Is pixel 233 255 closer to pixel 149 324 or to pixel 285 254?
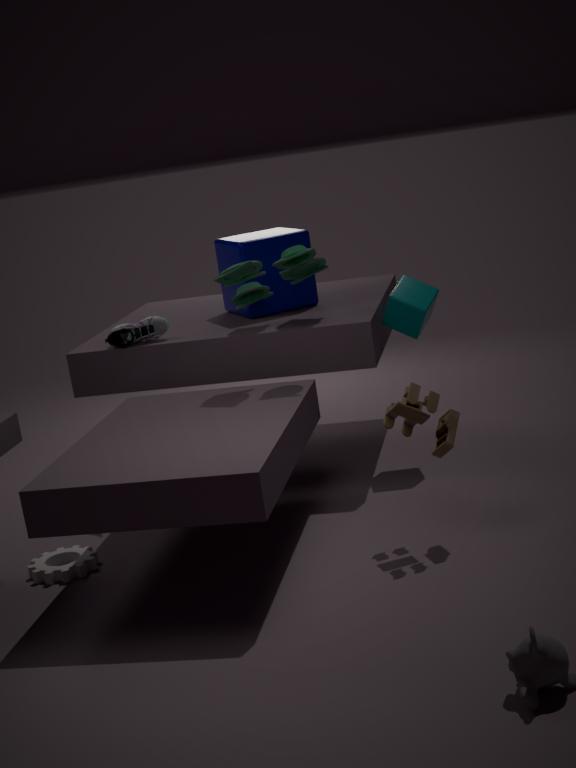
pixel 285 254
